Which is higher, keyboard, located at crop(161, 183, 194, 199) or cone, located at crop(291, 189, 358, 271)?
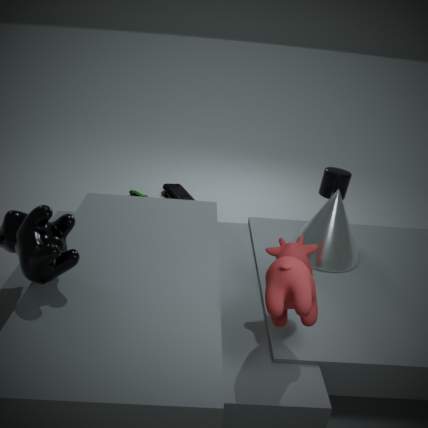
cone, located at crop(291, 189, 358, 271)
